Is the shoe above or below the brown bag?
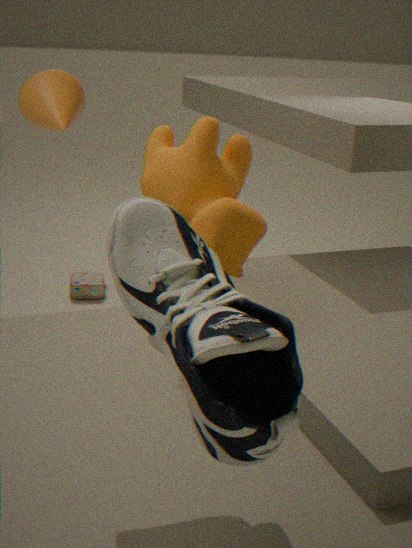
above
